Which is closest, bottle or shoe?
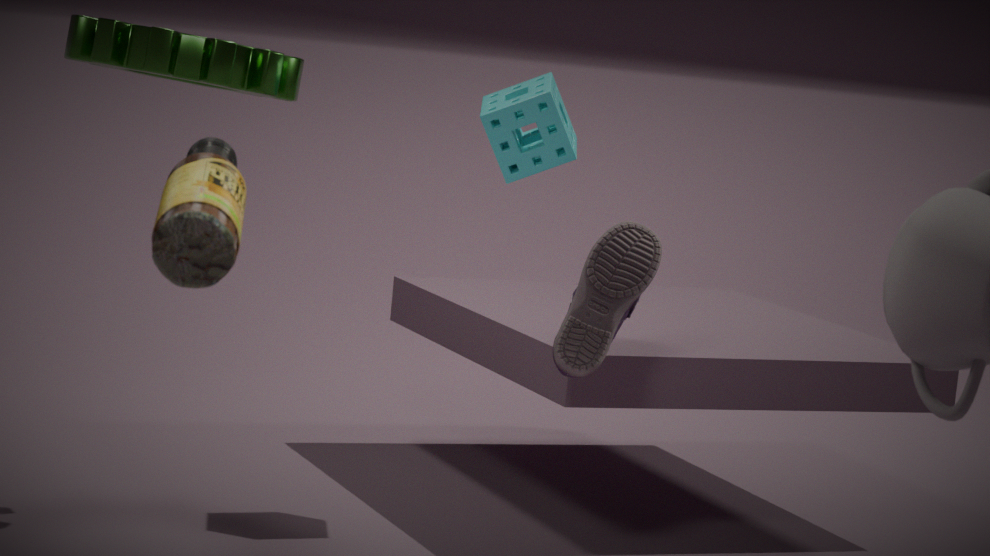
bottle
